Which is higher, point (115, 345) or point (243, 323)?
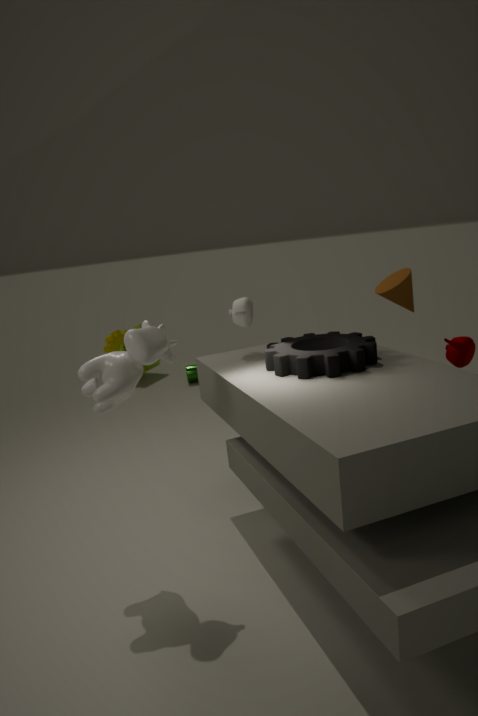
point (243, 323)
